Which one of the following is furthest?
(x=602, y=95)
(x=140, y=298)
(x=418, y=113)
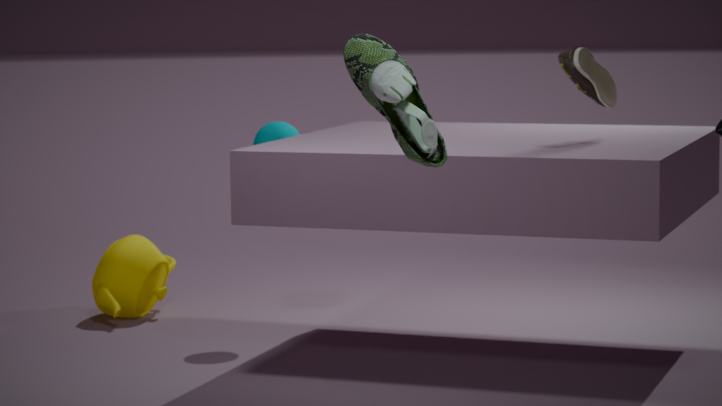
(x=140, y=298)
